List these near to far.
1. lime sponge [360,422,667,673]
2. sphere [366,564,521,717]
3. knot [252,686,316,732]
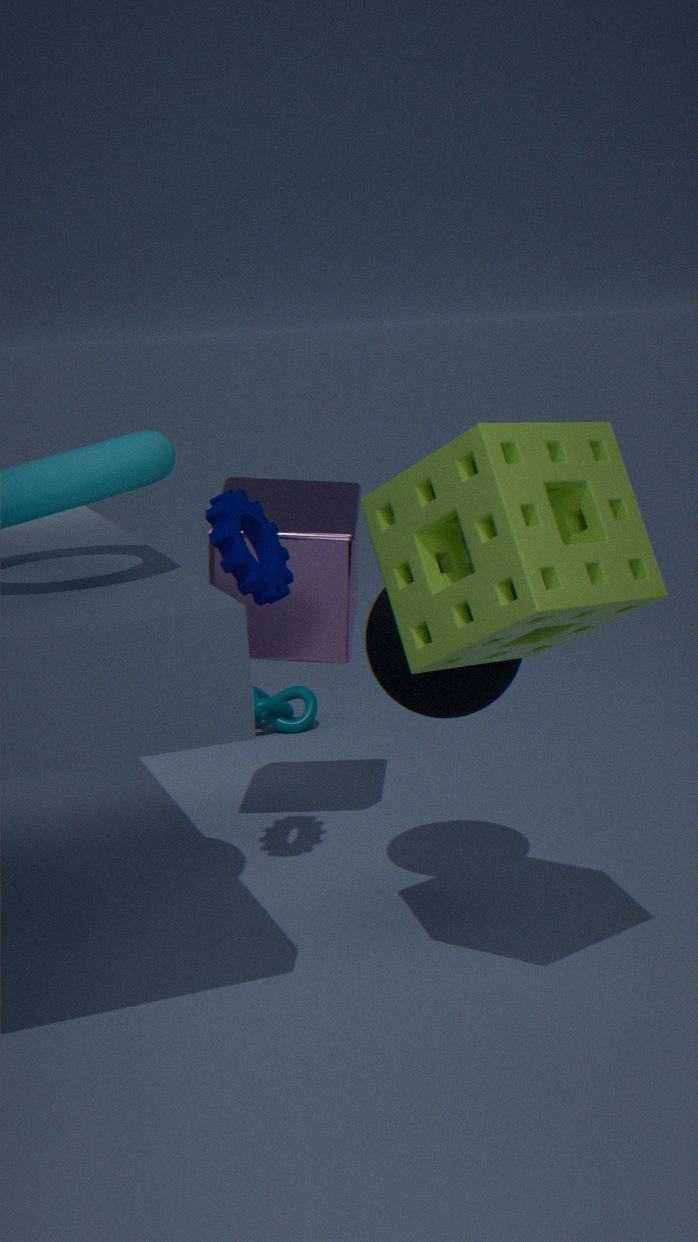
lime sponge [360,422,667,673] < sphere [366,564,521,717] < knot [252,686,316,732]
